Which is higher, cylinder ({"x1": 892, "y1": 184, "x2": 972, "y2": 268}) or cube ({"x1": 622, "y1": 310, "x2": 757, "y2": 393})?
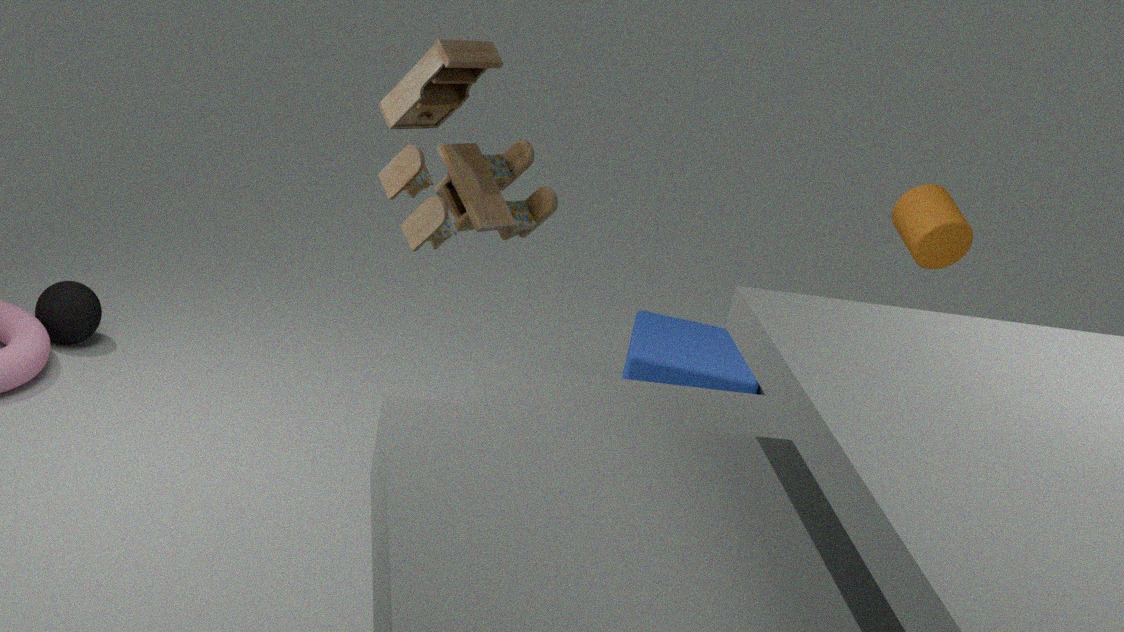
cylinder ({"x1": 892, "y1": 184, "x2": 972, "y2": 268})
